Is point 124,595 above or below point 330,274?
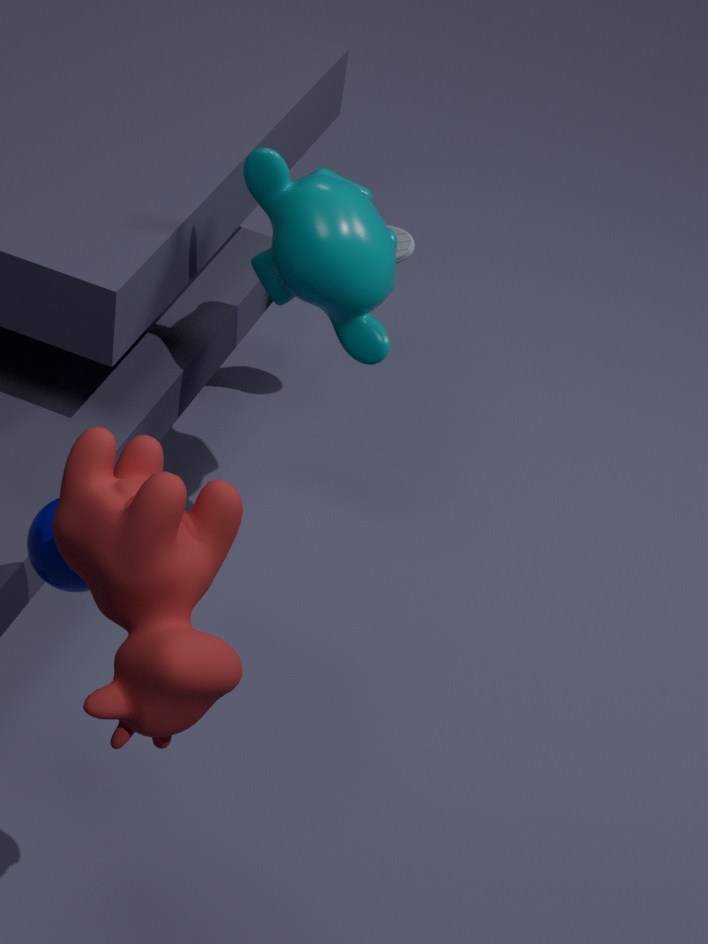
above
